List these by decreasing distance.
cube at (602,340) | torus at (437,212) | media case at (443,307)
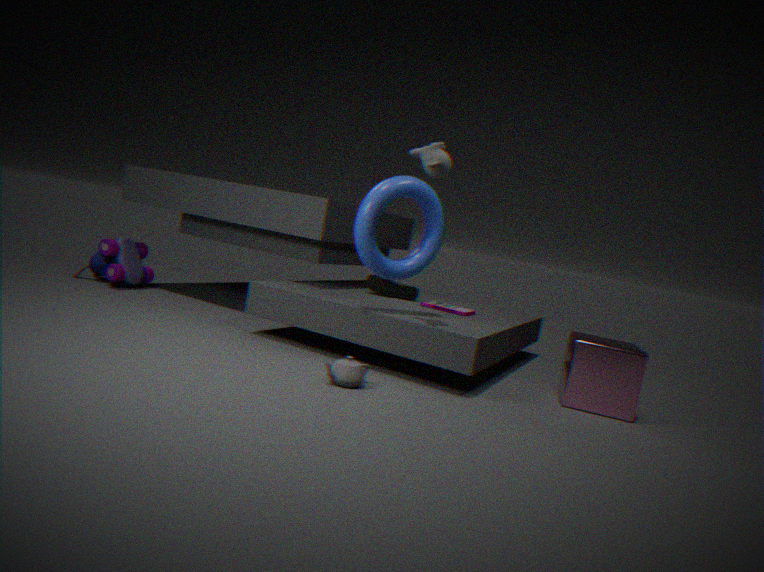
media case at (443,307) → cube at (602,340) → torus at (437,212)
